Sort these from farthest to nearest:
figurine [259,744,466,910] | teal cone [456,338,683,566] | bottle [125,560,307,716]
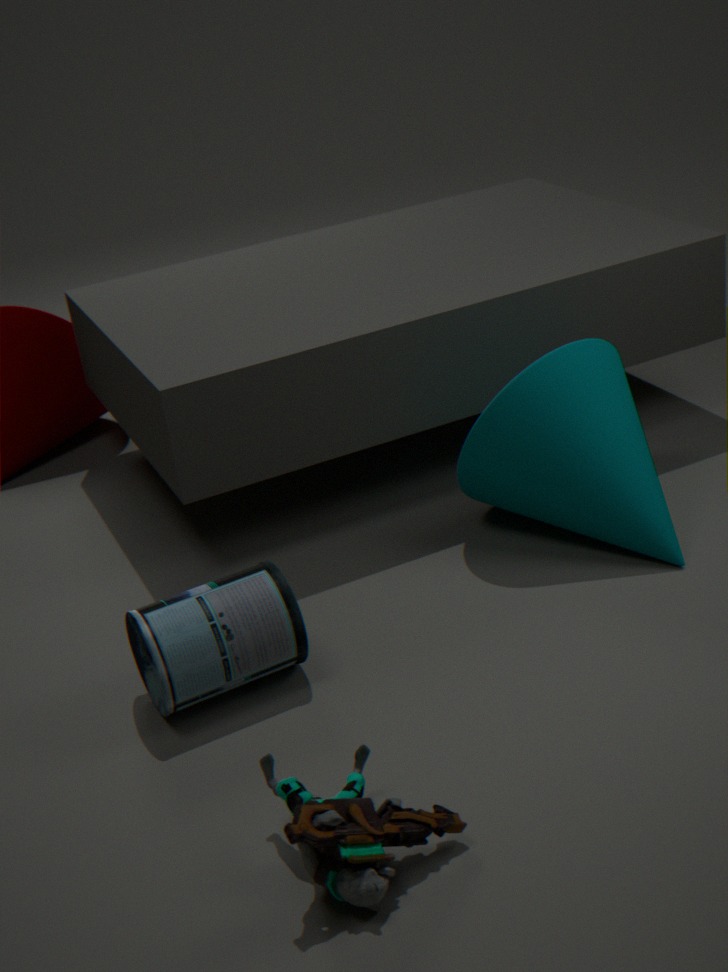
teal cone [456,338,683,566] → bottle [125,560,307,716] → figurine [259,744,466,910]
